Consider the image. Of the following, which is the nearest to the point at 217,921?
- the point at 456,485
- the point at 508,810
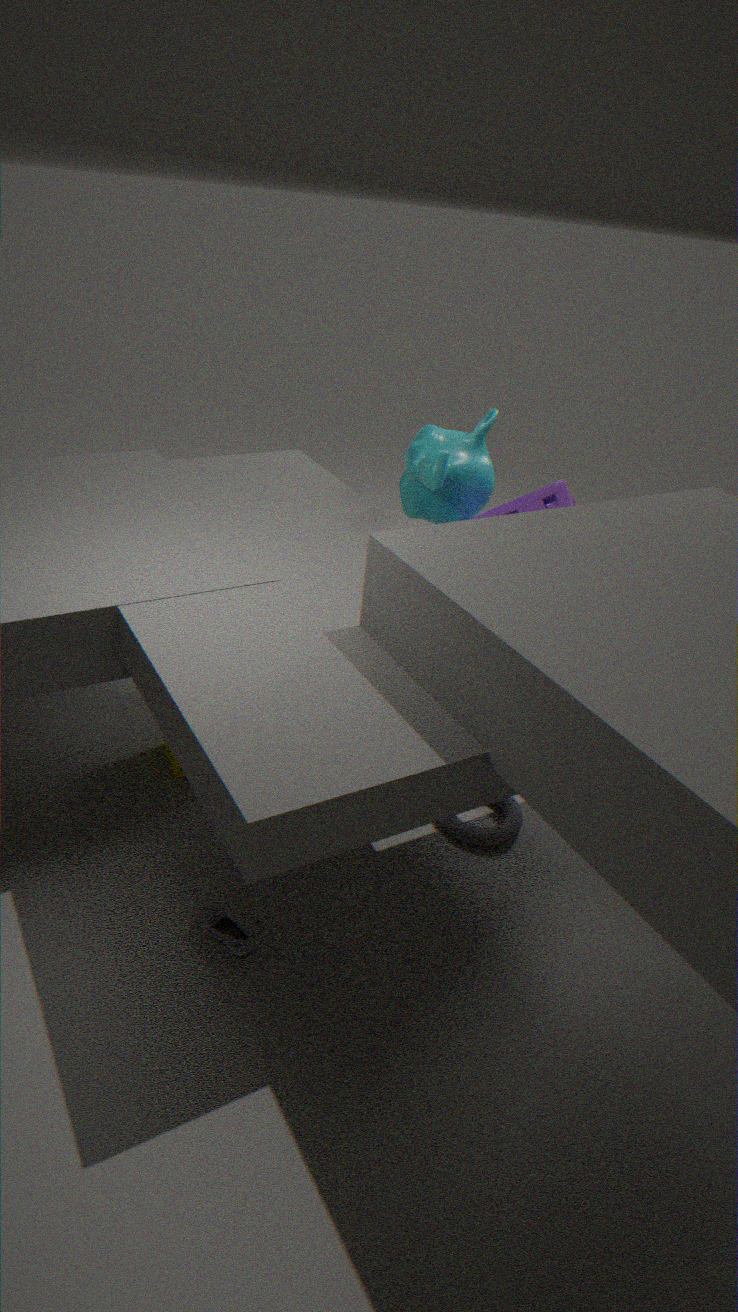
the point at 508,810
